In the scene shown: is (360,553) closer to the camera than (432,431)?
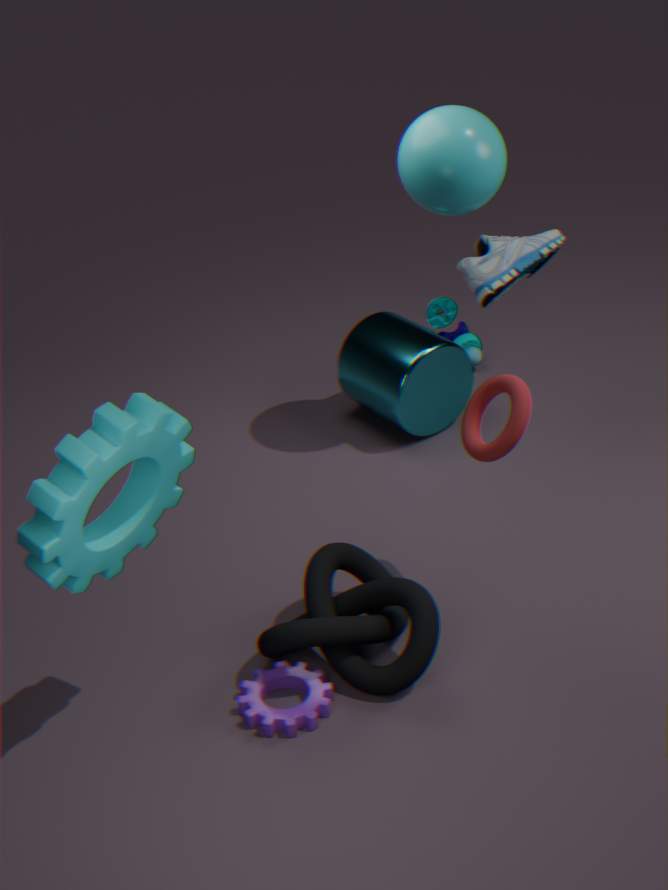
Yes
